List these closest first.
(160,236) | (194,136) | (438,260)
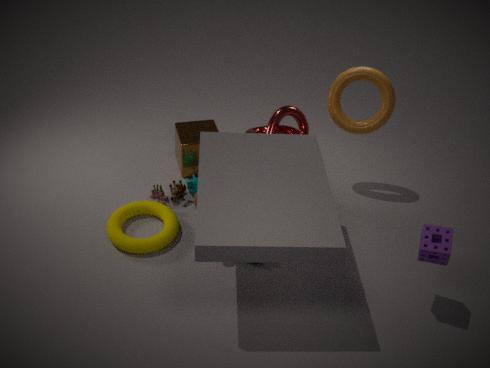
(438,260)
(160,236)
(194,136)
